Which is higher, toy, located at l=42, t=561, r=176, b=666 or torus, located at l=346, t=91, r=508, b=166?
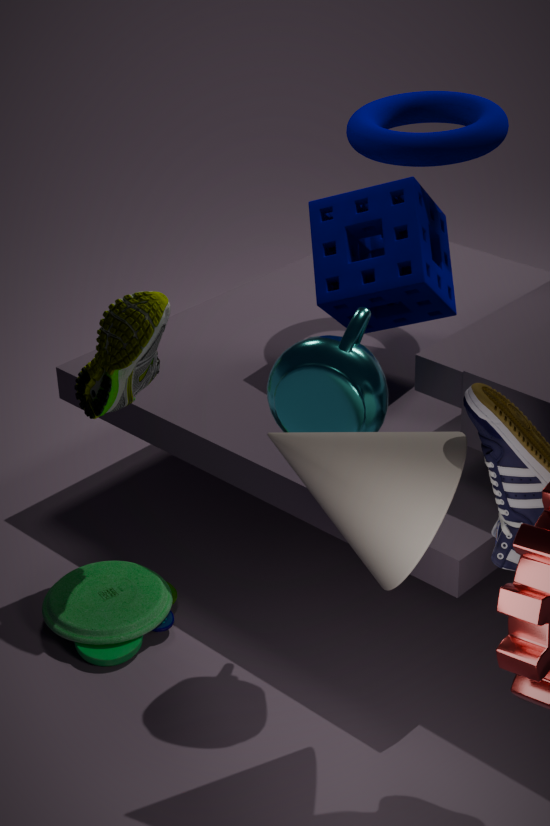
torus, located at l=346, t=91, r=508, b=166
